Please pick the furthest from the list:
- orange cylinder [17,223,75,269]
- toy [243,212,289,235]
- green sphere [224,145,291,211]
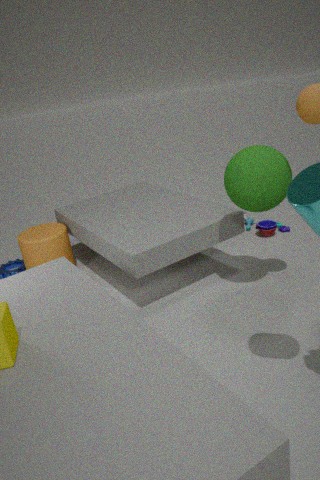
toy [243,212,289,235]
